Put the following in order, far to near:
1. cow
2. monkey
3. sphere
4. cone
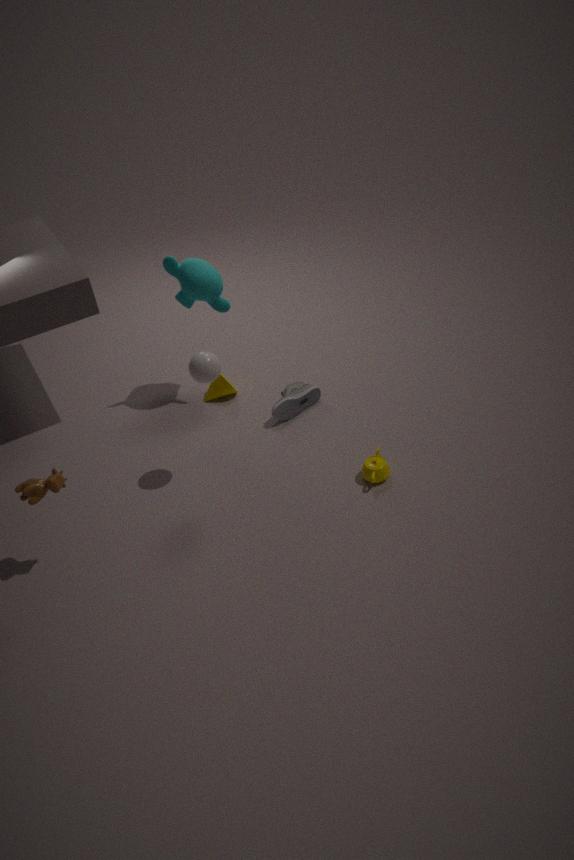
cone → monkey → sphere → cow
